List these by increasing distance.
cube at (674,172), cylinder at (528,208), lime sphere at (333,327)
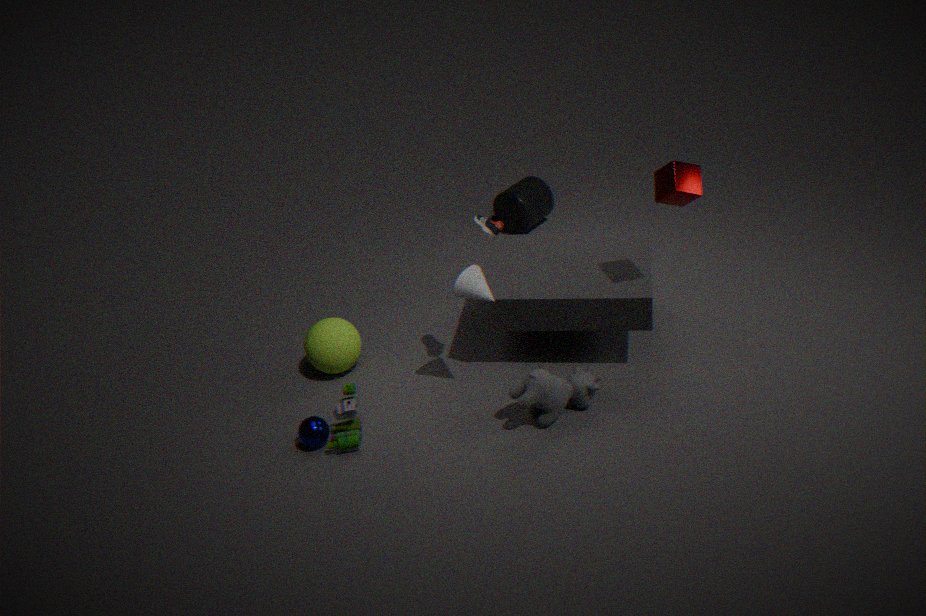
cube at (674,172), lime sphere at (333,327), cylinder at (528,208)
